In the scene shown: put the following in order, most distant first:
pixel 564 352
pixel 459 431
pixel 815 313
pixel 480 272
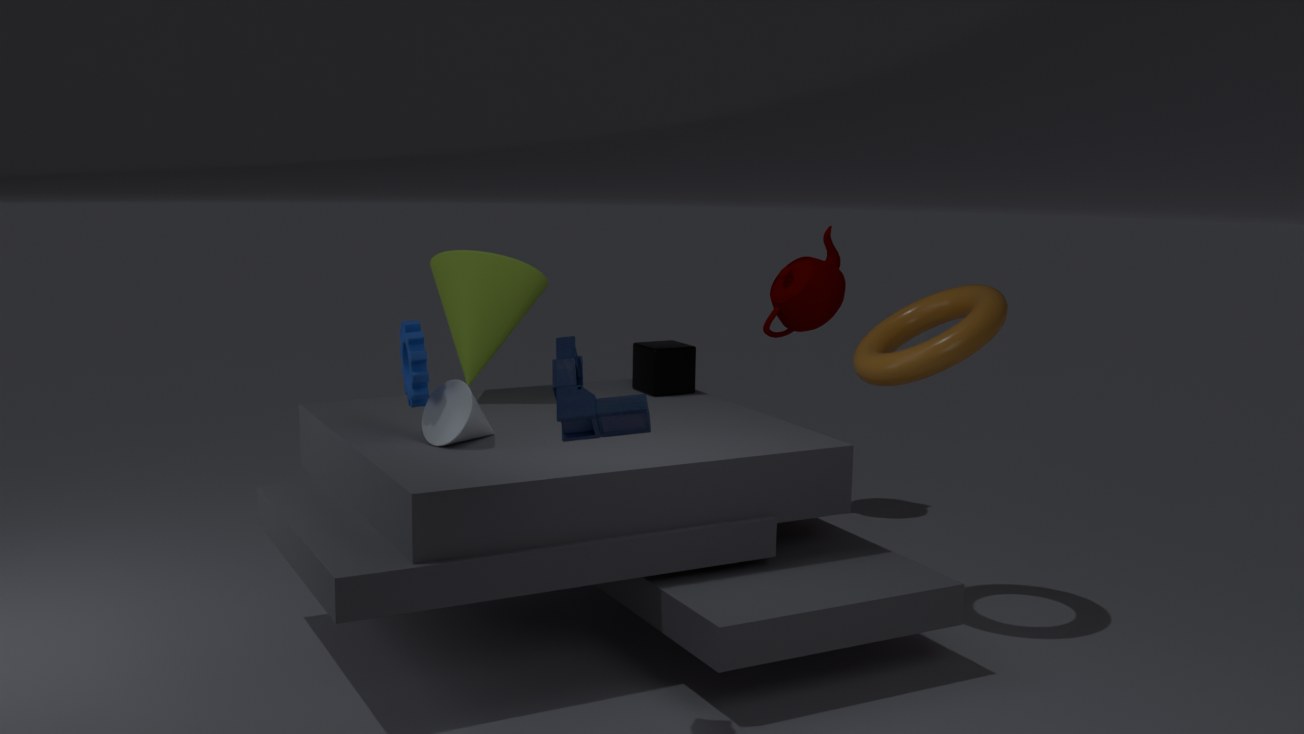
pixel 815 313 < pixel 480 272 < pixel 459 431 < pixel 564 352
